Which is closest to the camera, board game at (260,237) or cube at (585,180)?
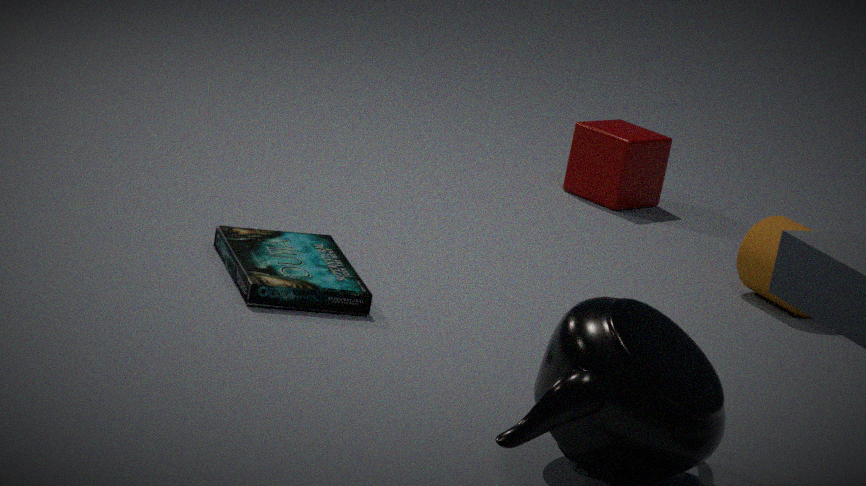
board game at (260,237)
